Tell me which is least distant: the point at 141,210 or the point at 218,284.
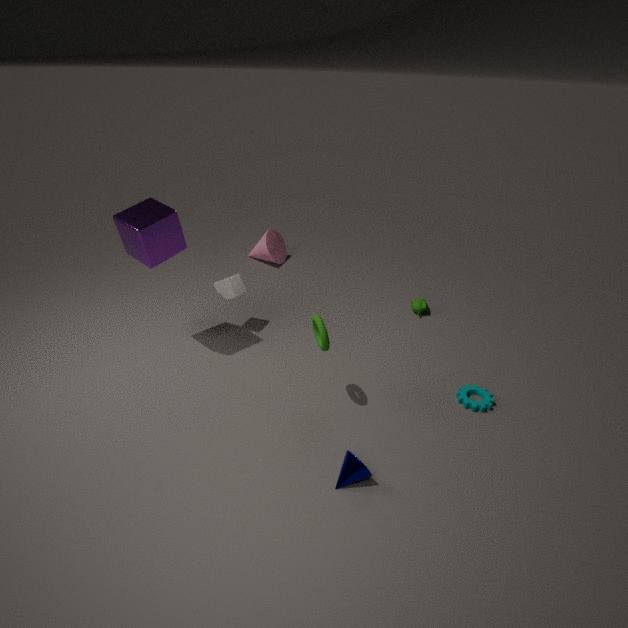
the point at 141,210
